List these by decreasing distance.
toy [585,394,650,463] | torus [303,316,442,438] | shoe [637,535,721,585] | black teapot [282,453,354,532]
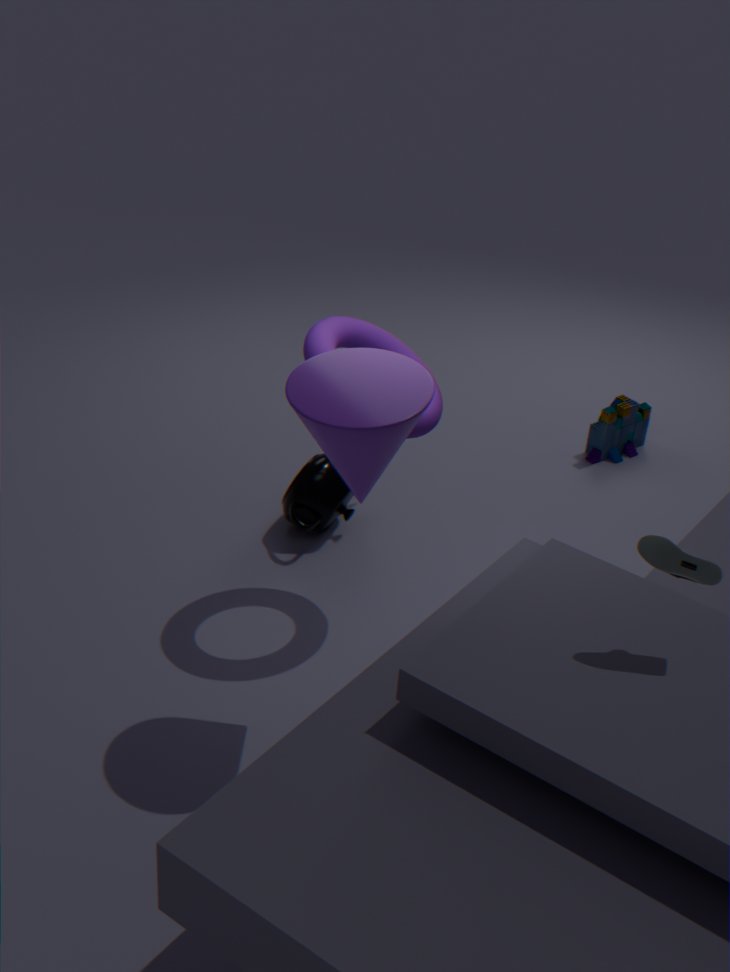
toy [585,394,650,463], black teapot [282,453,354,532], torus [303,316,442,438], shoe [637,535,721,585]
